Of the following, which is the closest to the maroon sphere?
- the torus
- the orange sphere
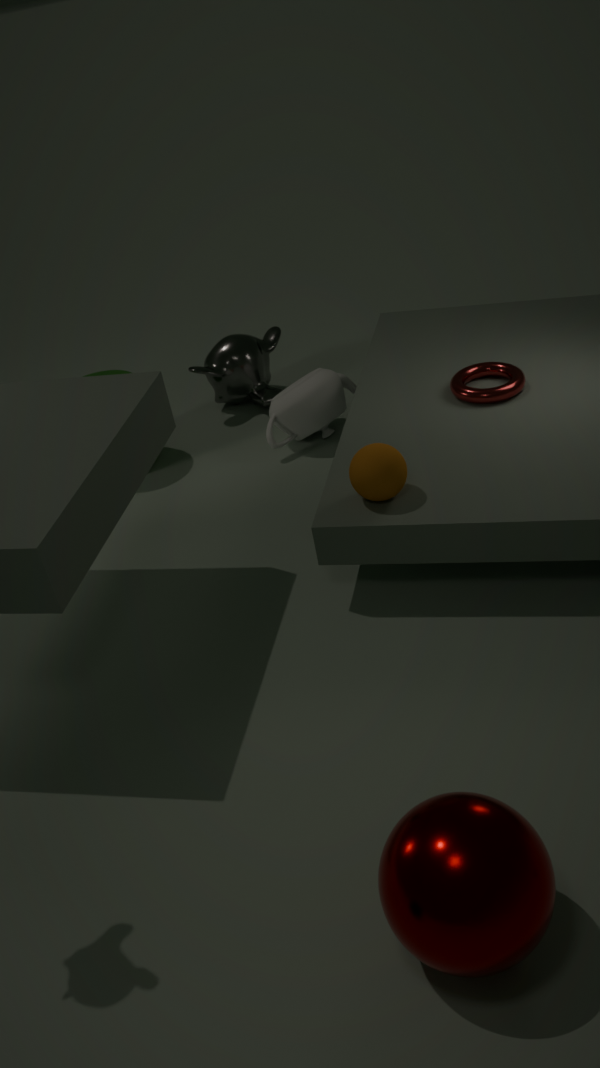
the orange sphere
